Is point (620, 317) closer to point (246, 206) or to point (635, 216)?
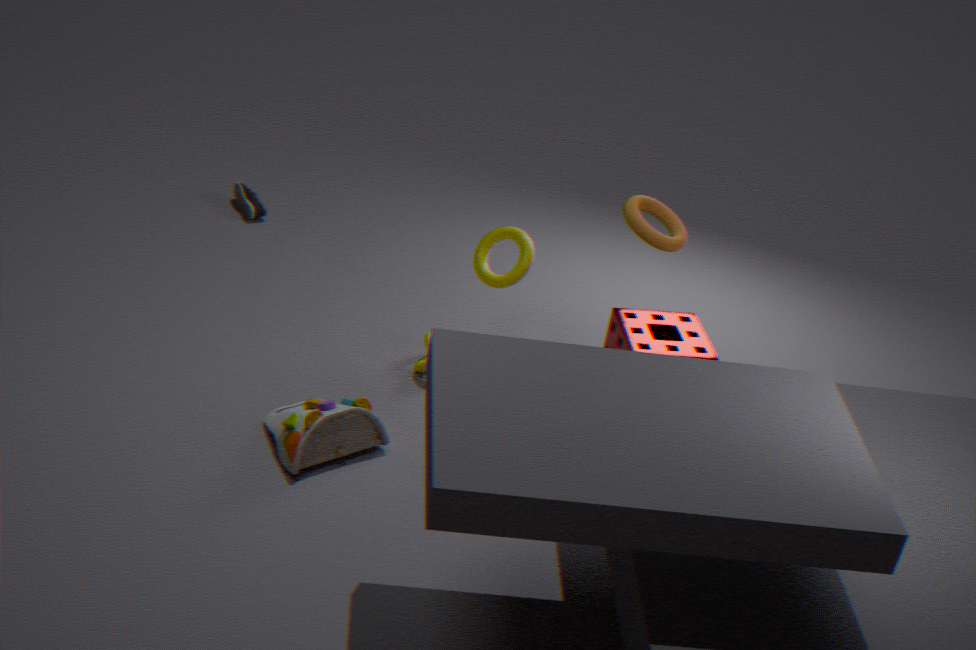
point (635, 216)
